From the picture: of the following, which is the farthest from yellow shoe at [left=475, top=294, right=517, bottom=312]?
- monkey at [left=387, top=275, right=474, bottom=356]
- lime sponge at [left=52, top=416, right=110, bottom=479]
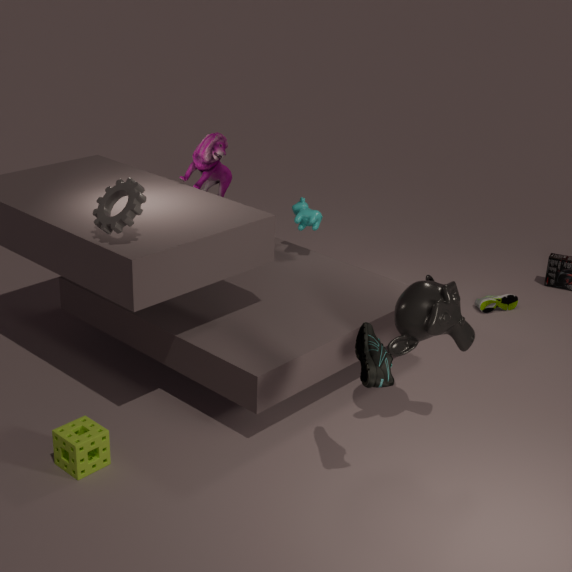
lime sponge at [left=52, top=416, right=110, bottom=479]
